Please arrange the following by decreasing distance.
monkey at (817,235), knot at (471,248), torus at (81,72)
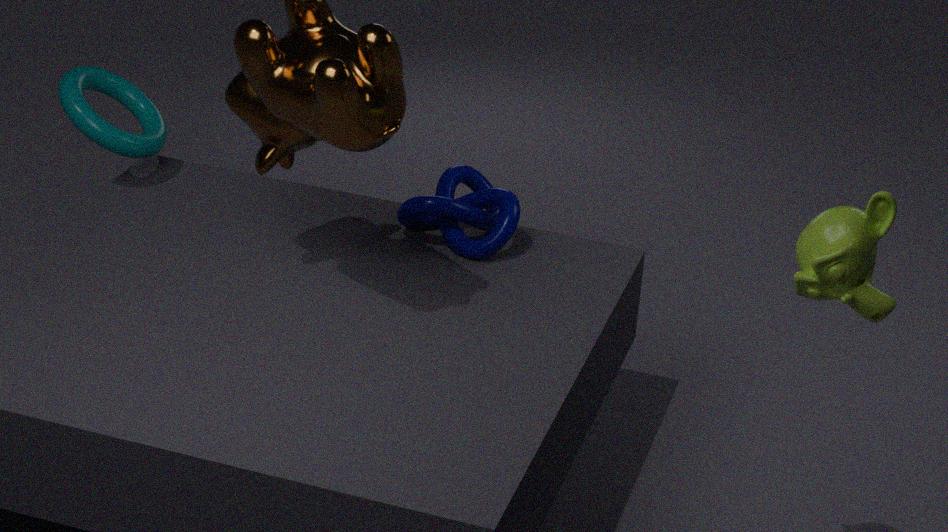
torus at (81,72), knot at (471,248), monkey at (817,235)
